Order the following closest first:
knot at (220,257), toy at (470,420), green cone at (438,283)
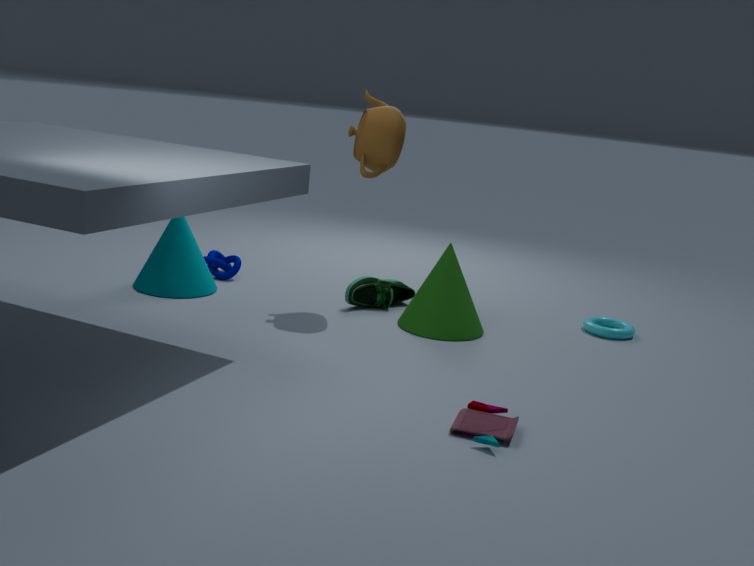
toy at (470,420)
green cone at (438,283)
knot at (220,257)
